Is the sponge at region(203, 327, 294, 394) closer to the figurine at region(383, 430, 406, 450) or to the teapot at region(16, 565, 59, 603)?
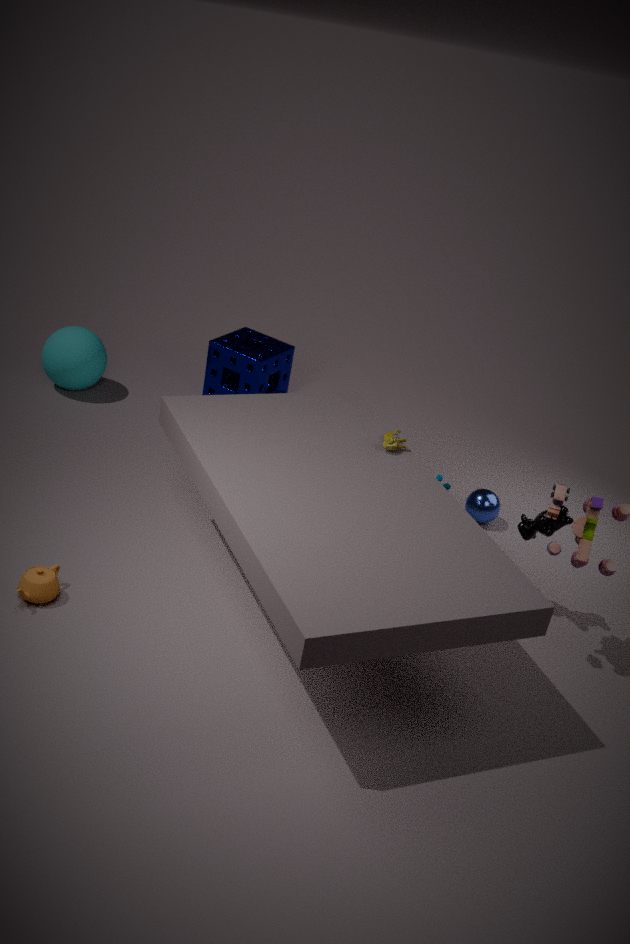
the figurine at region(383, 430, 406, 450)
